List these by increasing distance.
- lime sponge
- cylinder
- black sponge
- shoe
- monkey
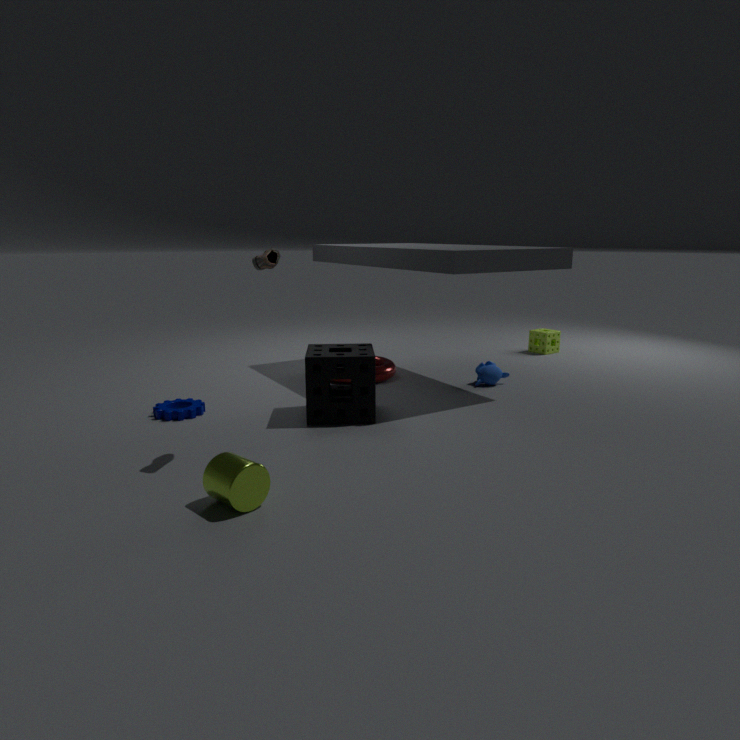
cylinder
shoe
black sponge
monkey
lime sponge
